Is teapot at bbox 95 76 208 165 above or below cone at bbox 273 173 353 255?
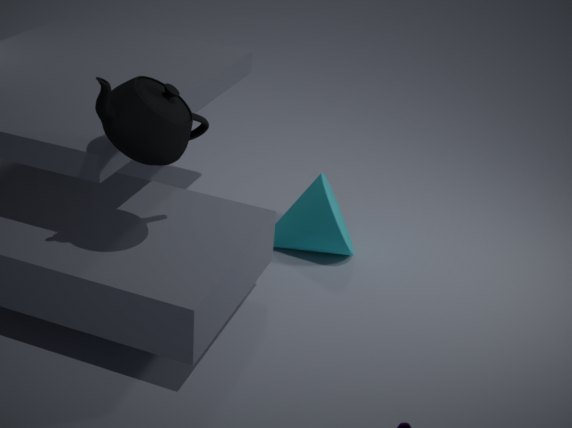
above
